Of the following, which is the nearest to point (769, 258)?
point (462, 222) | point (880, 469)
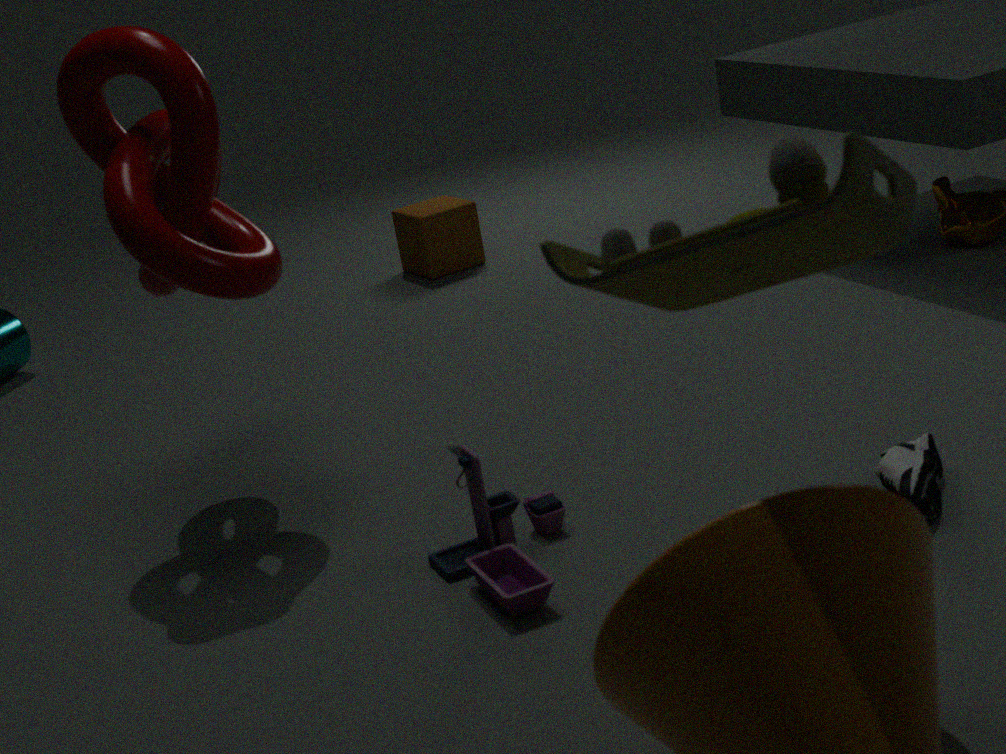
point (880, 469)
